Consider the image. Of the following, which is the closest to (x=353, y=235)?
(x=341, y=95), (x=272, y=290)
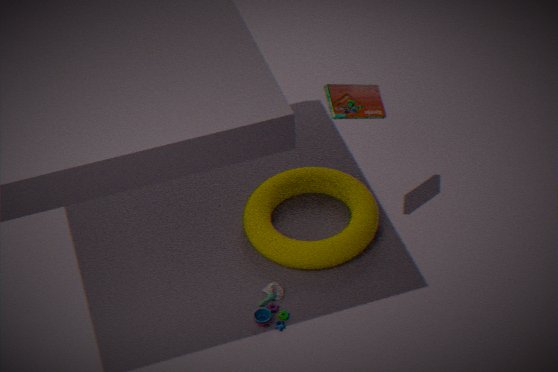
(x=272, y=290)
